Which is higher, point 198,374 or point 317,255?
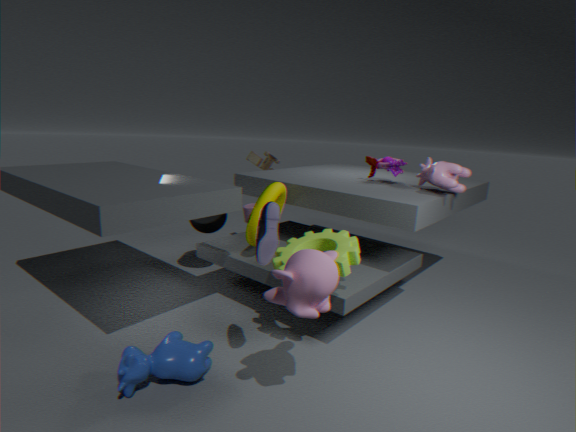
point 317,255
